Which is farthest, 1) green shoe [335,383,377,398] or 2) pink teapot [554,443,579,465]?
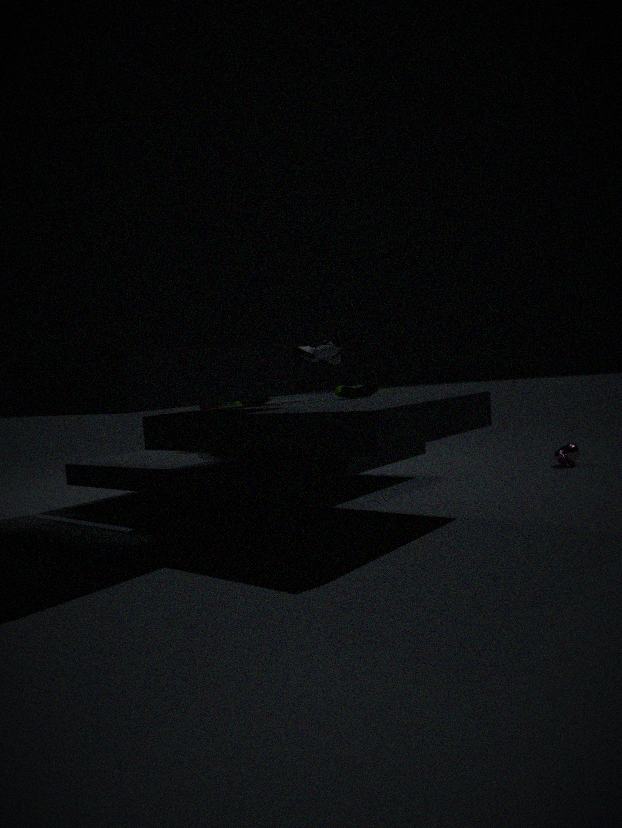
2. pink teapot [554,443,579,465]
